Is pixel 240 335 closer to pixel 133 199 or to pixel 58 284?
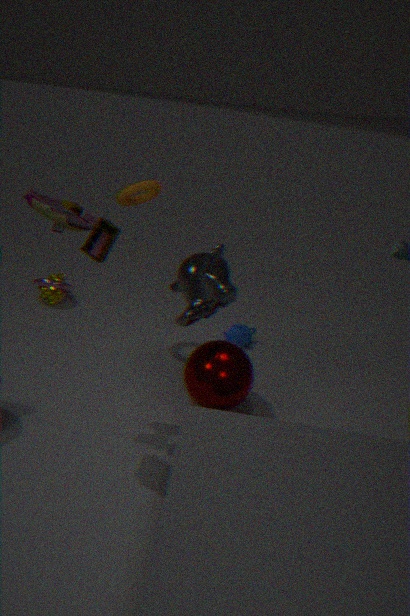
pixel 133 199
